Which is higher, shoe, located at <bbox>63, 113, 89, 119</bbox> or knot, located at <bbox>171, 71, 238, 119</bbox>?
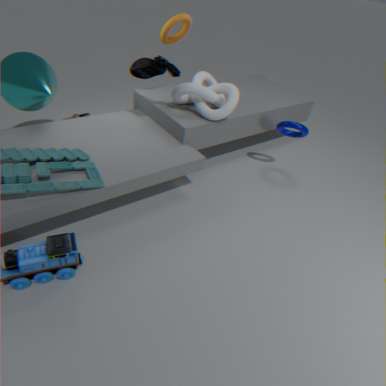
knot, located at <bbox>171, 71, 238, 119</bbox>
